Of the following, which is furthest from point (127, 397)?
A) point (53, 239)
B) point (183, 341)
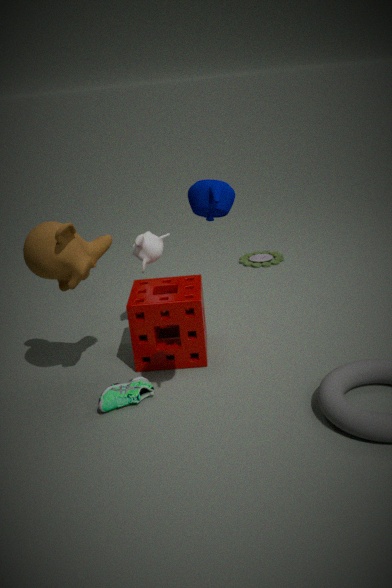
point (53, 239)
